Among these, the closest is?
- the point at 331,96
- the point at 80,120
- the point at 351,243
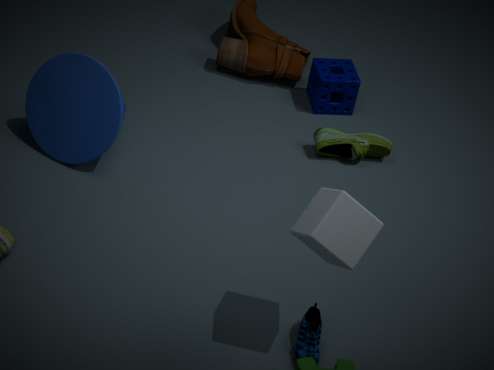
the point at 351,243
